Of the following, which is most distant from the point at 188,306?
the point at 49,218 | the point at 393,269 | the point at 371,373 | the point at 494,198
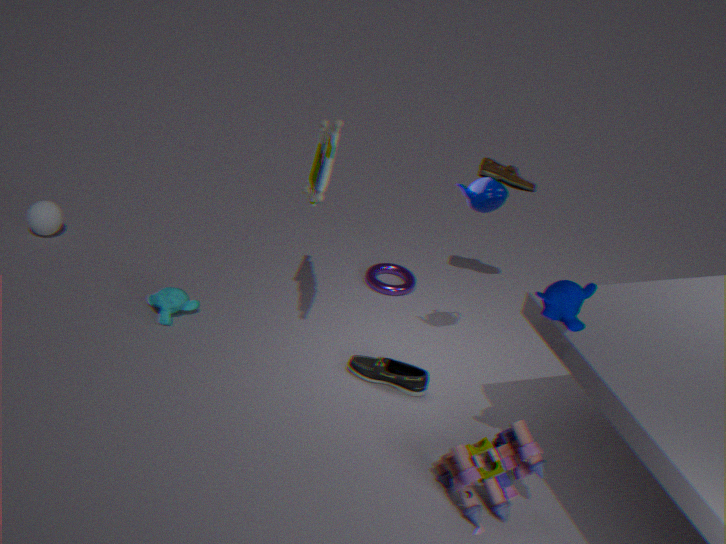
the point at 494,198
